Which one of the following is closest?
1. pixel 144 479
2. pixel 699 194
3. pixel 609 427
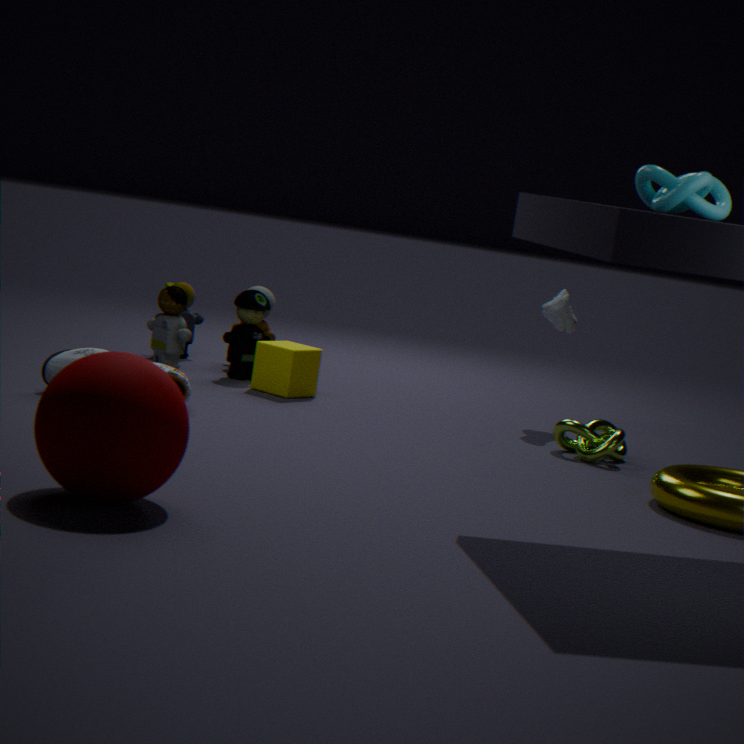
pixel 144 479
